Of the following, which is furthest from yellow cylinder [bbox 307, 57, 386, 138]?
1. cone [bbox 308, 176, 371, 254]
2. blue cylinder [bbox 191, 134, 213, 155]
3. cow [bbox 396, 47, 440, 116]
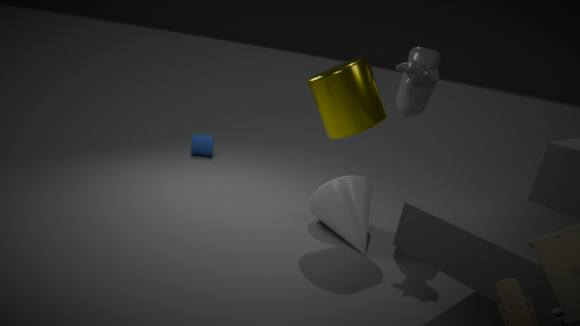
blue cylinder [bbox 191, 134, 213, 155]
